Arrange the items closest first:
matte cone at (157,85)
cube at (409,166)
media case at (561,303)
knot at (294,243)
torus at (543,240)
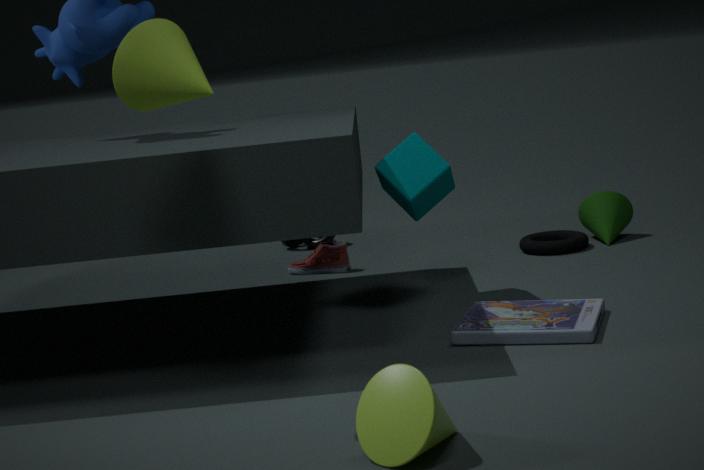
matte cone at (157,85) < media case at (561,303) < cube at (409,166) < torus at (543,240) < knot at (294,243)
